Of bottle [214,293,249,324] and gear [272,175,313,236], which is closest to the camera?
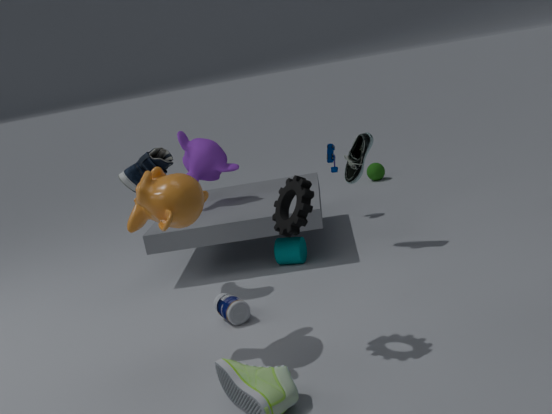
gear [272,175,313,236]
